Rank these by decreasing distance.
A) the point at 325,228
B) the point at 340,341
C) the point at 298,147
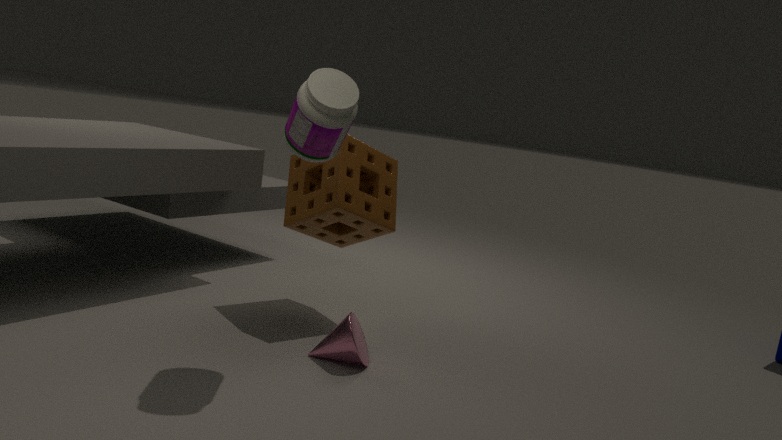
the point at 325,228
the point at 340,341
the point at 298,147
